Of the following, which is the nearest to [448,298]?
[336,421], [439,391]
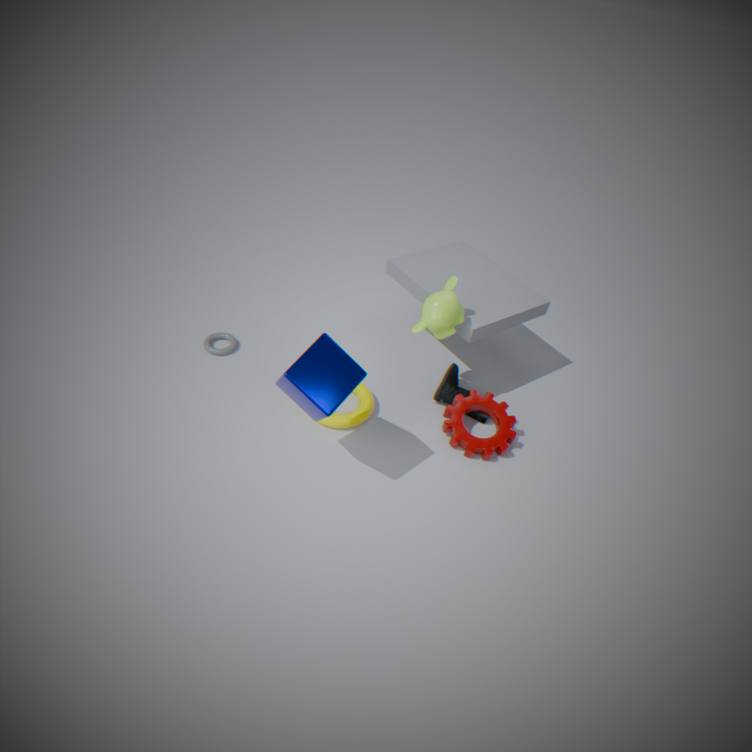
[439,391]
